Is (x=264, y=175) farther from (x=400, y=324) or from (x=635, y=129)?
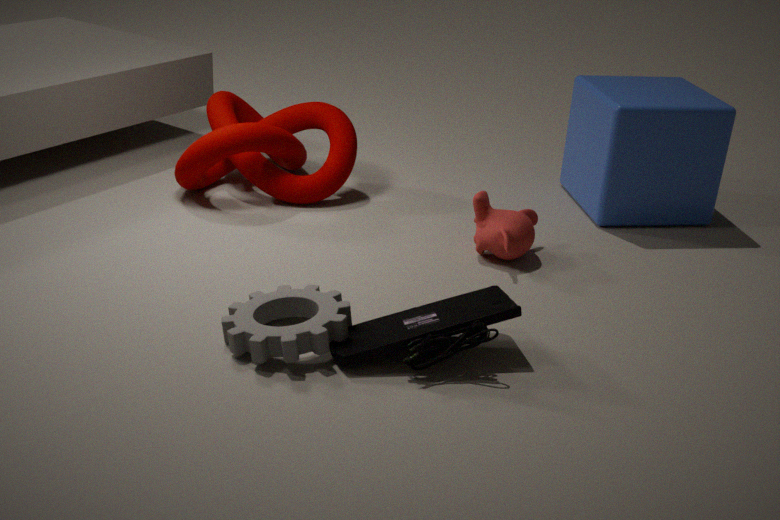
(x=635, y=129)
